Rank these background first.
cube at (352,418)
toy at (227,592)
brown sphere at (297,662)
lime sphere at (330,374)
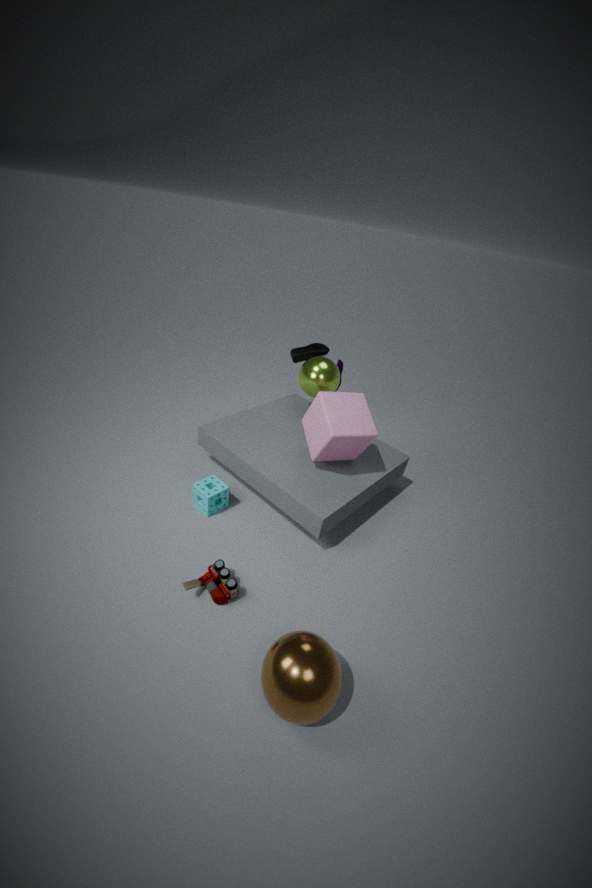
lime sphere at (330,374) → cube at (352,418) → toy at (227,592) → brown sphere at (297,662)
